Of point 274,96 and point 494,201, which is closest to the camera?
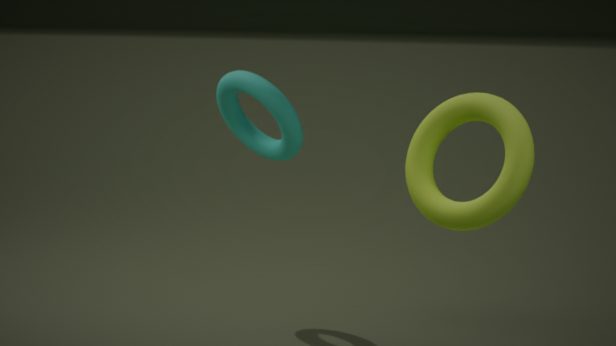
point 494,201
